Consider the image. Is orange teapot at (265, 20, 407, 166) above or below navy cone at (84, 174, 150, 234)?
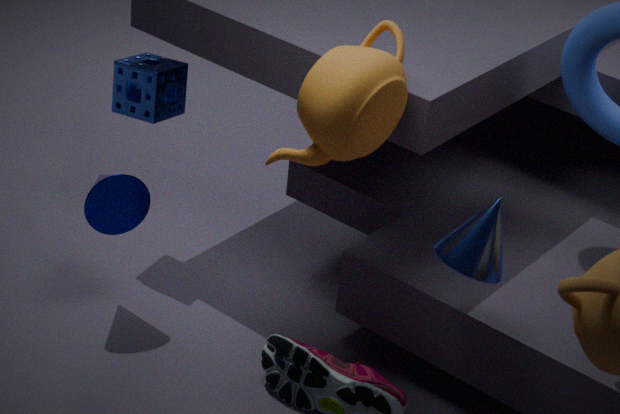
above
